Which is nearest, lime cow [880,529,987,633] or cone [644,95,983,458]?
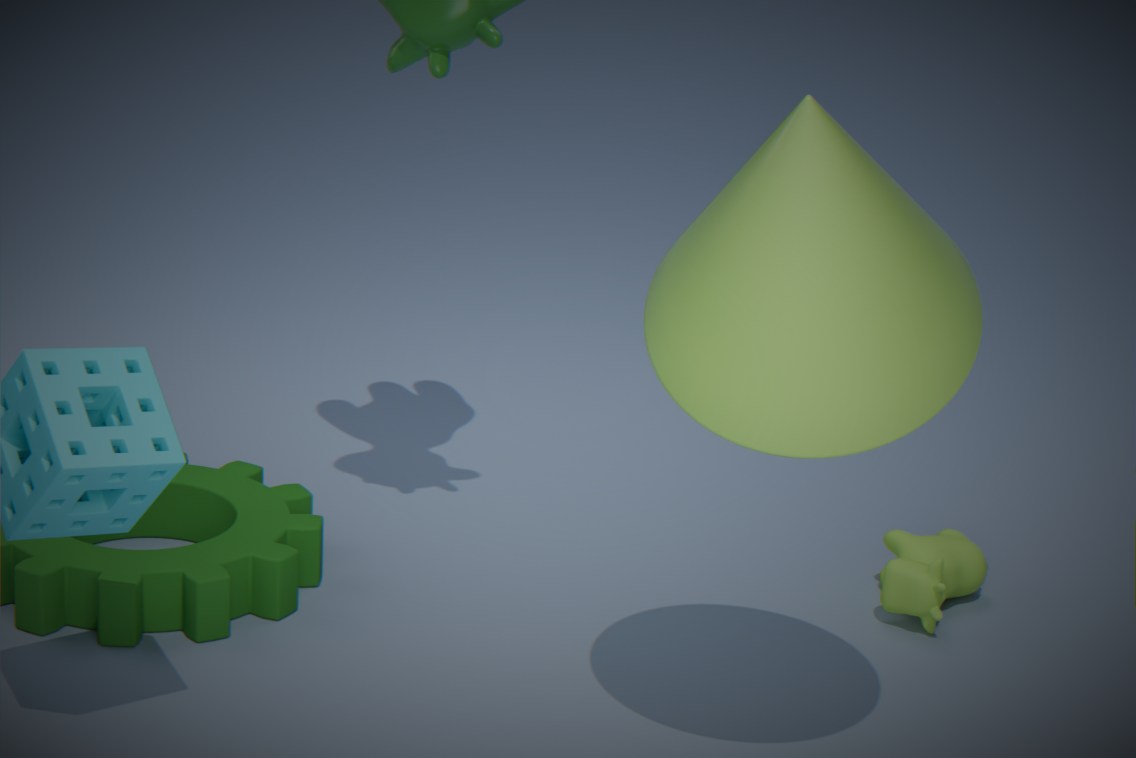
cone [644,95,983,458]
